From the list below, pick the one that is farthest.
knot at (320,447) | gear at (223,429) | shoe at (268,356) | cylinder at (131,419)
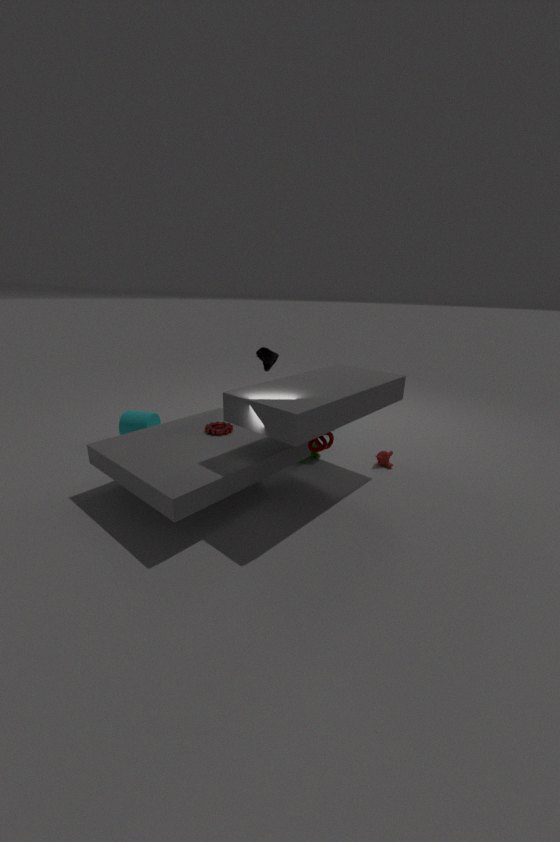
cylinder at (131,419)
